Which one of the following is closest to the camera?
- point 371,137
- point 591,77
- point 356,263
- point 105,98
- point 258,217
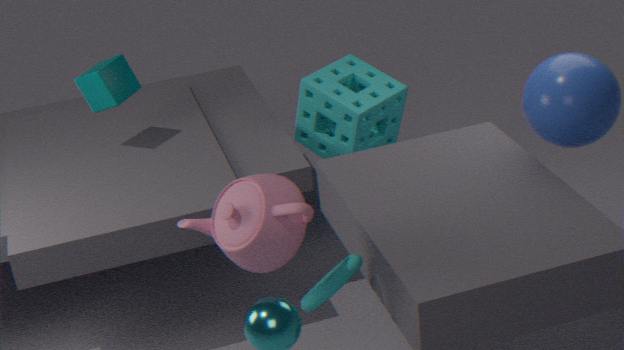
point 258,217
